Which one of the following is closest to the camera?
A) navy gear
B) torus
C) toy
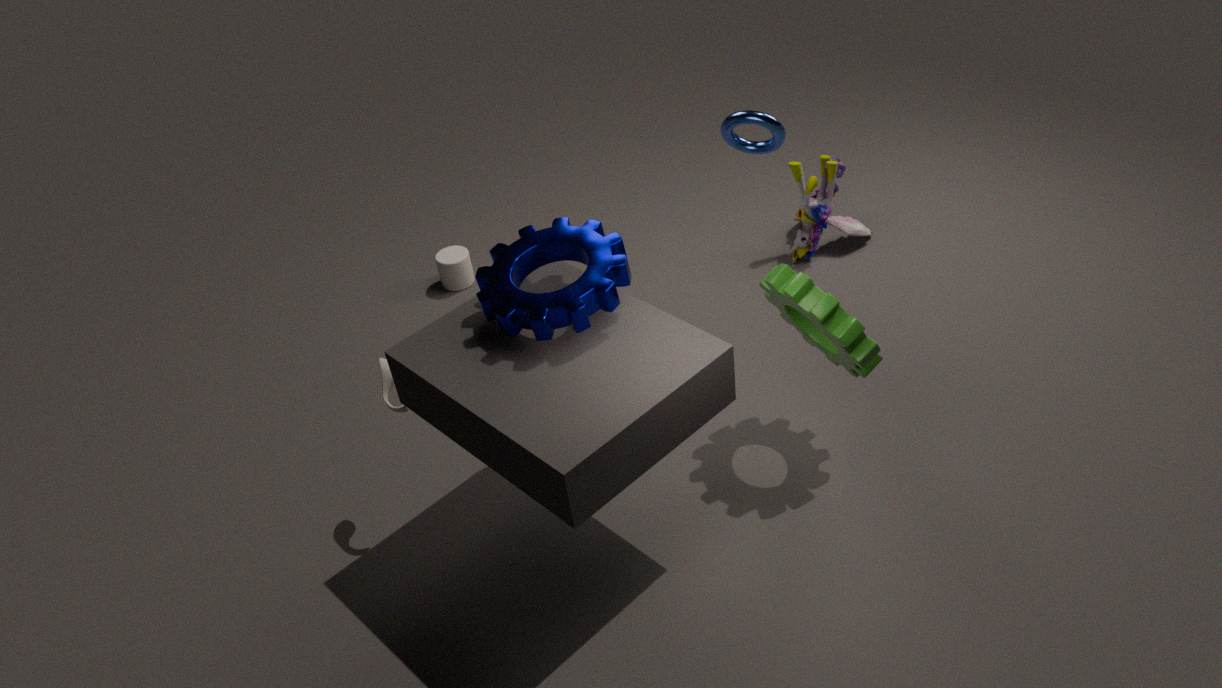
navy gear
